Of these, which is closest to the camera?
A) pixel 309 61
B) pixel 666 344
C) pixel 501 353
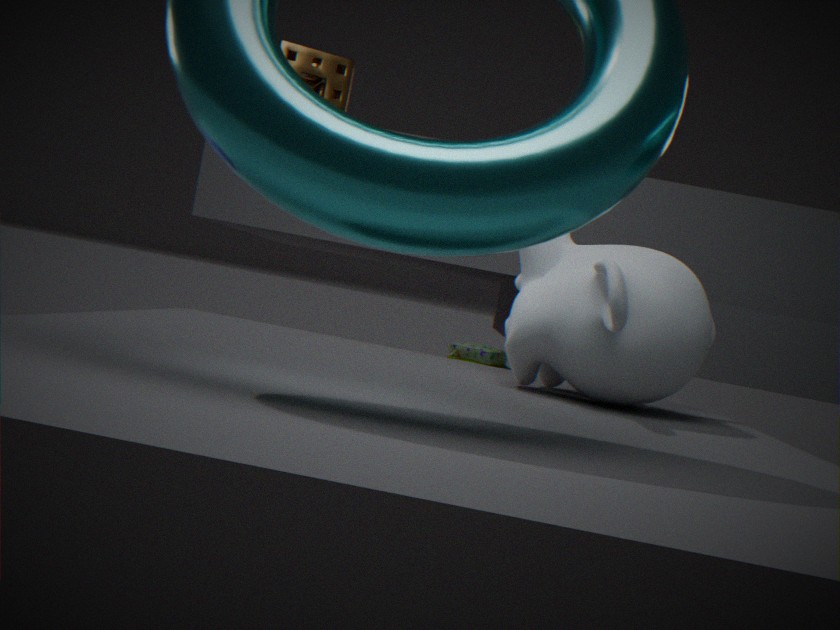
pixel 666 344
